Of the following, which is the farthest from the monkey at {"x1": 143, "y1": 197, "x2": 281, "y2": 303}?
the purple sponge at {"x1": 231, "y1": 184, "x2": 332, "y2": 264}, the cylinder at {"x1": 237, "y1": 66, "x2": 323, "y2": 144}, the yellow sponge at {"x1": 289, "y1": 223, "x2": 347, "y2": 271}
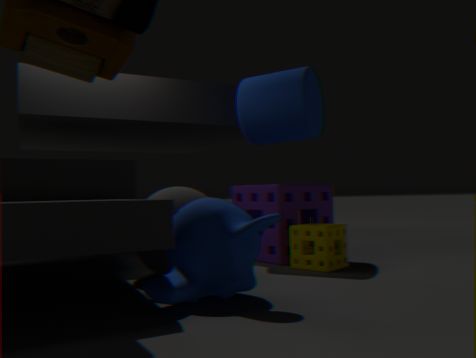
the cylinder at {"x1": 237, "y1": 66, "x2": 323, "y2": 144}
